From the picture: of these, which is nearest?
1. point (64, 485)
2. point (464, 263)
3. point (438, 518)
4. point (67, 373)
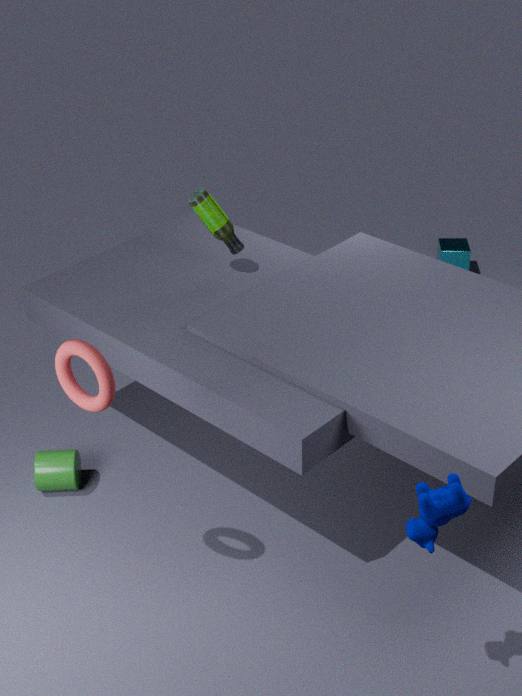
point (438, 518)
